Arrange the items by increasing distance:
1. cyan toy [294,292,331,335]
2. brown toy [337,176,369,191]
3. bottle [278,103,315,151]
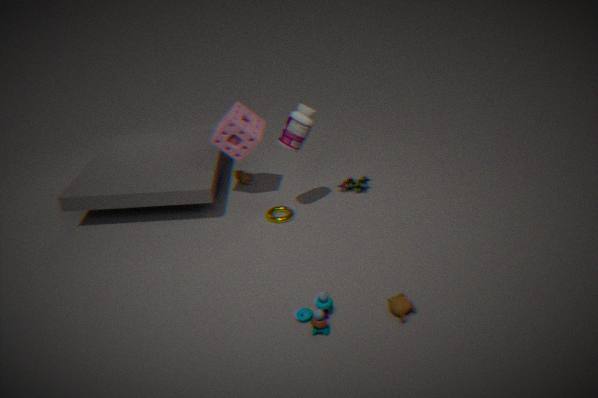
cyan toy [294,292,331,335] → bottle [278,103,315,151] → brown toy [337,176,369,191]
